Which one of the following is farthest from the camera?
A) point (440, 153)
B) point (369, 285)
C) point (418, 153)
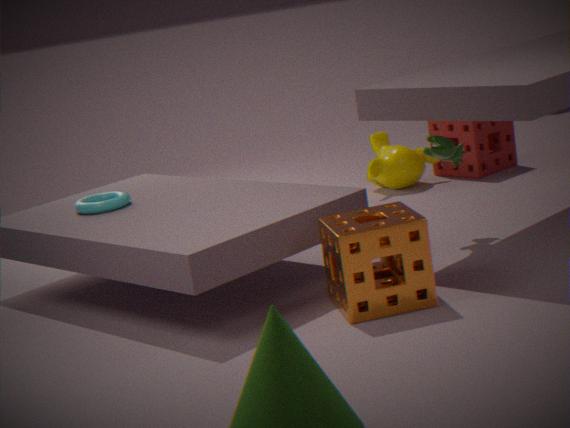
point (418, 153)
